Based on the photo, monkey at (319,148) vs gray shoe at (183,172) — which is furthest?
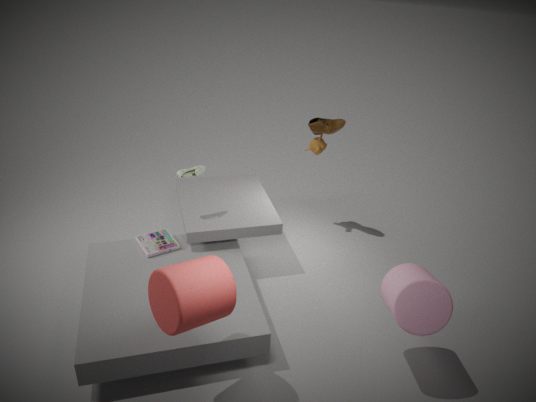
monkey at (319,148)
